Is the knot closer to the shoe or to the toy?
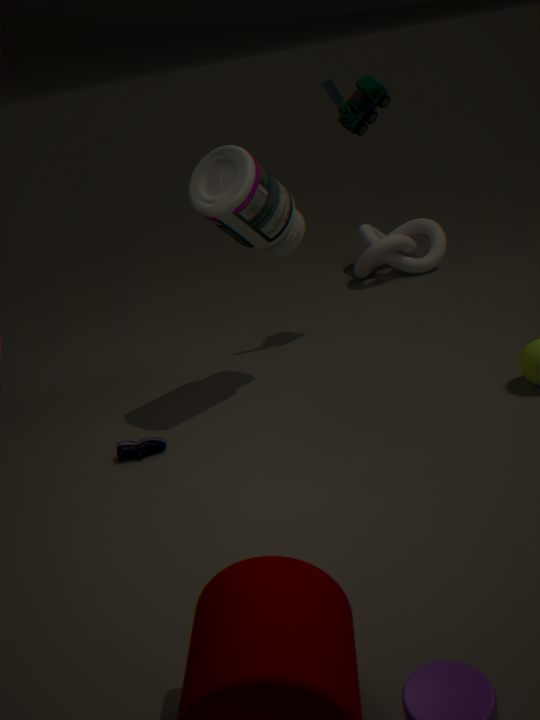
the toy
